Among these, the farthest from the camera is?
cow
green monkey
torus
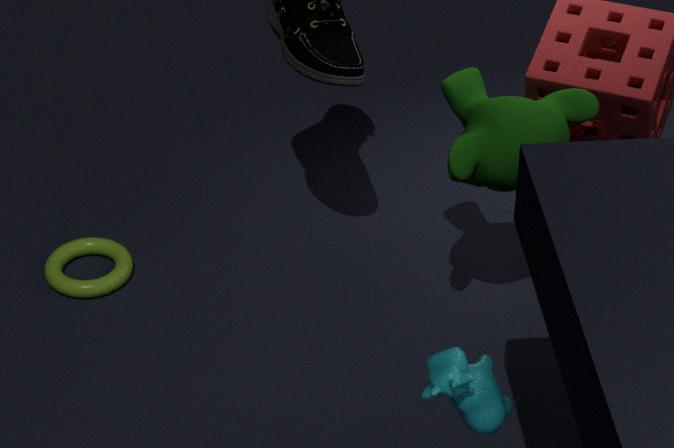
torus
